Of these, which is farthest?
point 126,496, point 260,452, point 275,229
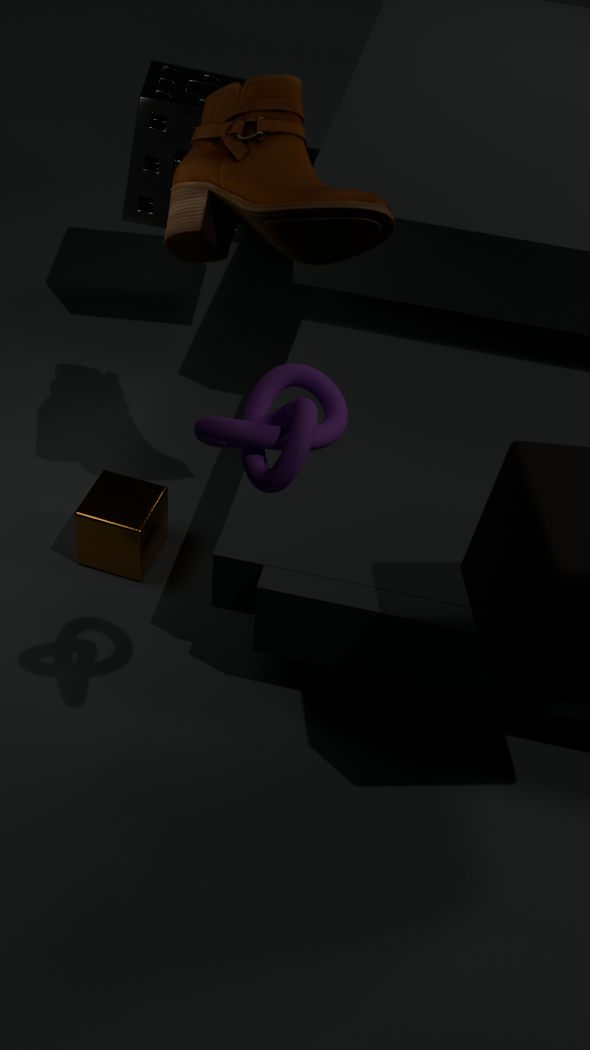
point 126,496
